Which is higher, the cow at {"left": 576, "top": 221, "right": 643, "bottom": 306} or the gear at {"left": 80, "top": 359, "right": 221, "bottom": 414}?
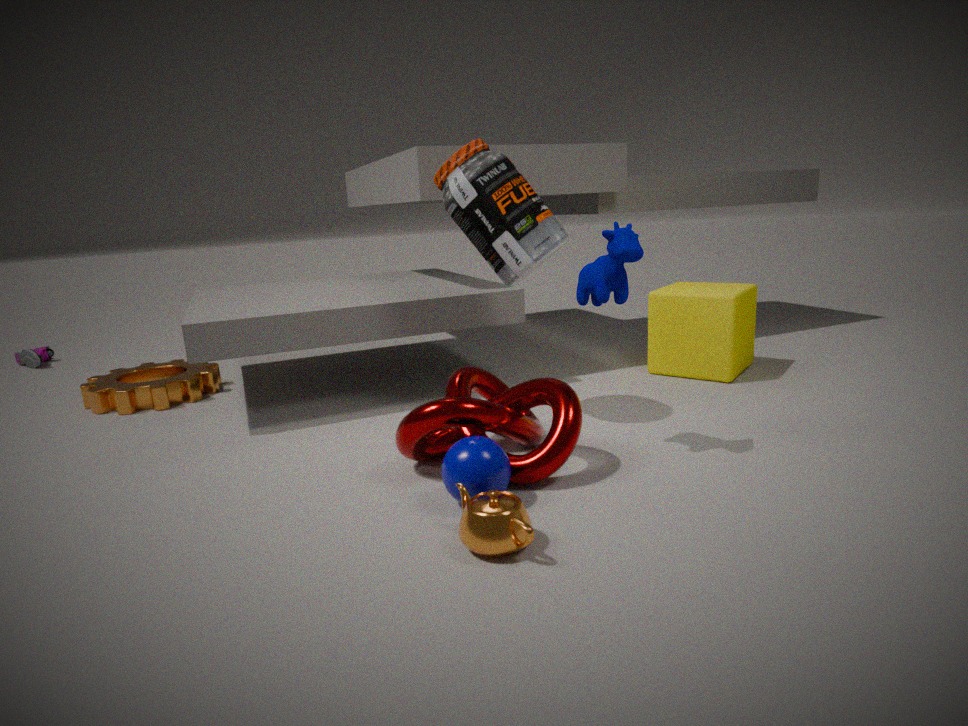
the cow at {"left": 576, "top": 221, "right": 643, "bottom": 306}
